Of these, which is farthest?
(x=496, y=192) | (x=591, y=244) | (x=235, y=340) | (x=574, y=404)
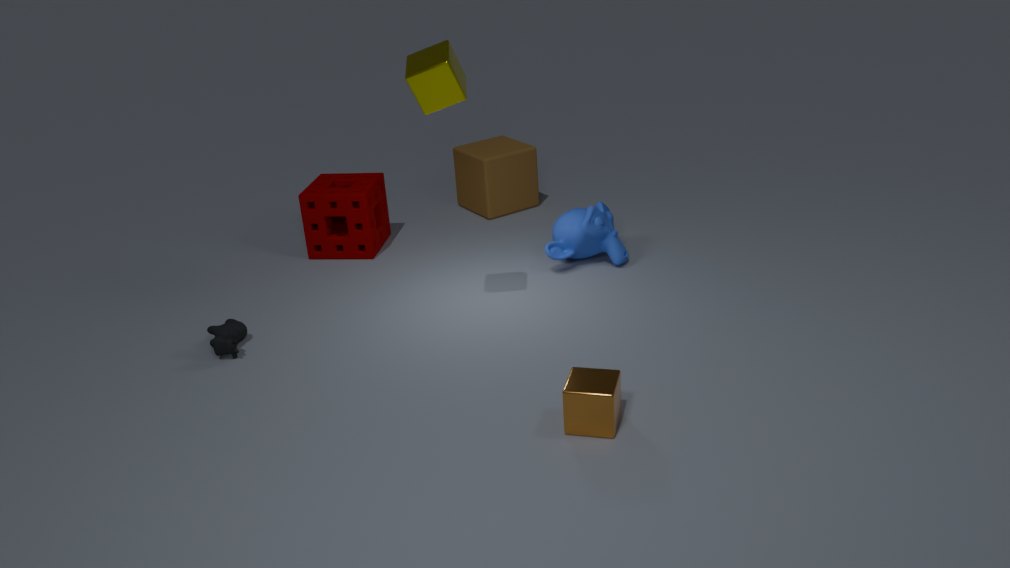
(x=496, y=192)
